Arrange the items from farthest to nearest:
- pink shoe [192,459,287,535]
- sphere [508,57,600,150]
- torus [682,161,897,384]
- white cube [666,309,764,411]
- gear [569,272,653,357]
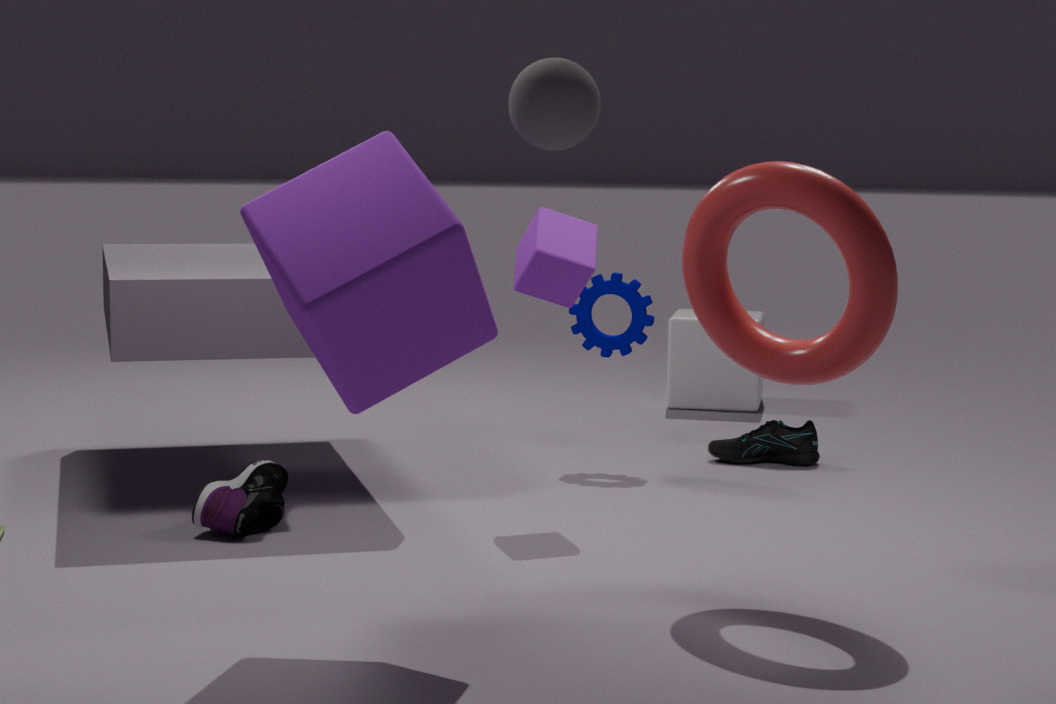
white cube [666,309,764,411] < gear [569,272,653,357] < pink shoe [192,459,287,535] < torus [682,161,897,384] < sphere [508,57,600,150]
